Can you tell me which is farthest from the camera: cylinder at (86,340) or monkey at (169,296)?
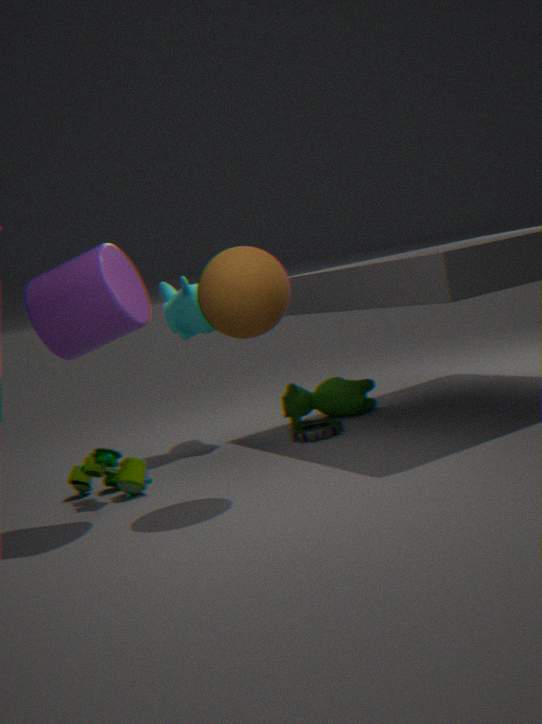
monkey at (169,296)
